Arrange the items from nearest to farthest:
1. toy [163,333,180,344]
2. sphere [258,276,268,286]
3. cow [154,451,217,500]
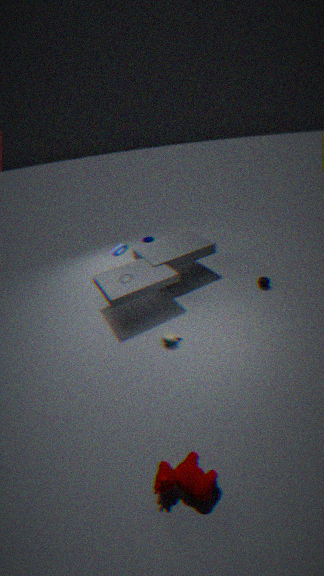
cow [154,451,217,500]
toy [163,333,180,344]
sphere [258,276,268,286]
